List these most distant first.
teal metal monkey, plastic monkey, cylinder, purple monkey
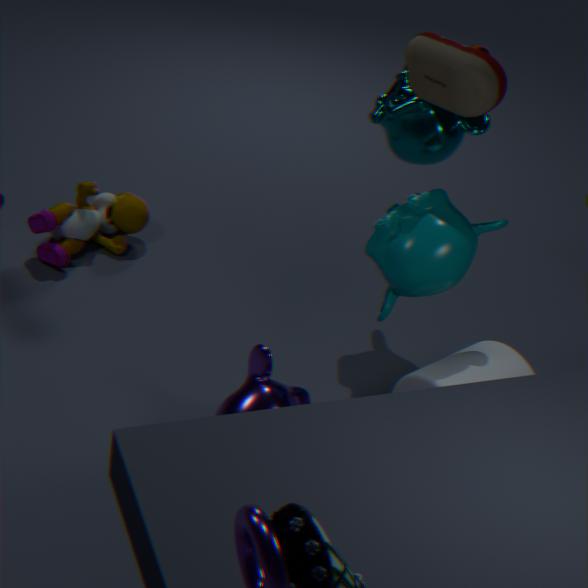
teal metal monkey → cylinder → plastic monkey → purple monkey
